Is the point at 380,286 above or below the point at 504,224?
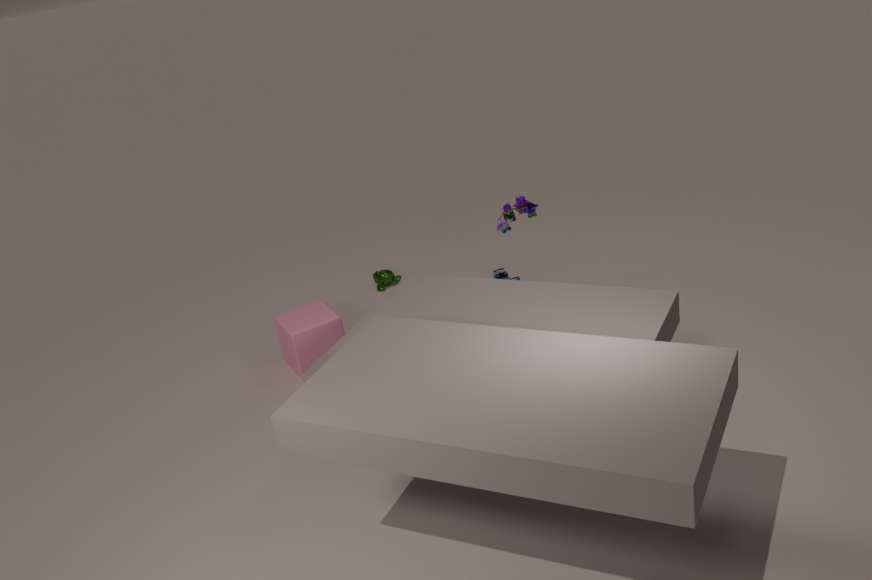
below
